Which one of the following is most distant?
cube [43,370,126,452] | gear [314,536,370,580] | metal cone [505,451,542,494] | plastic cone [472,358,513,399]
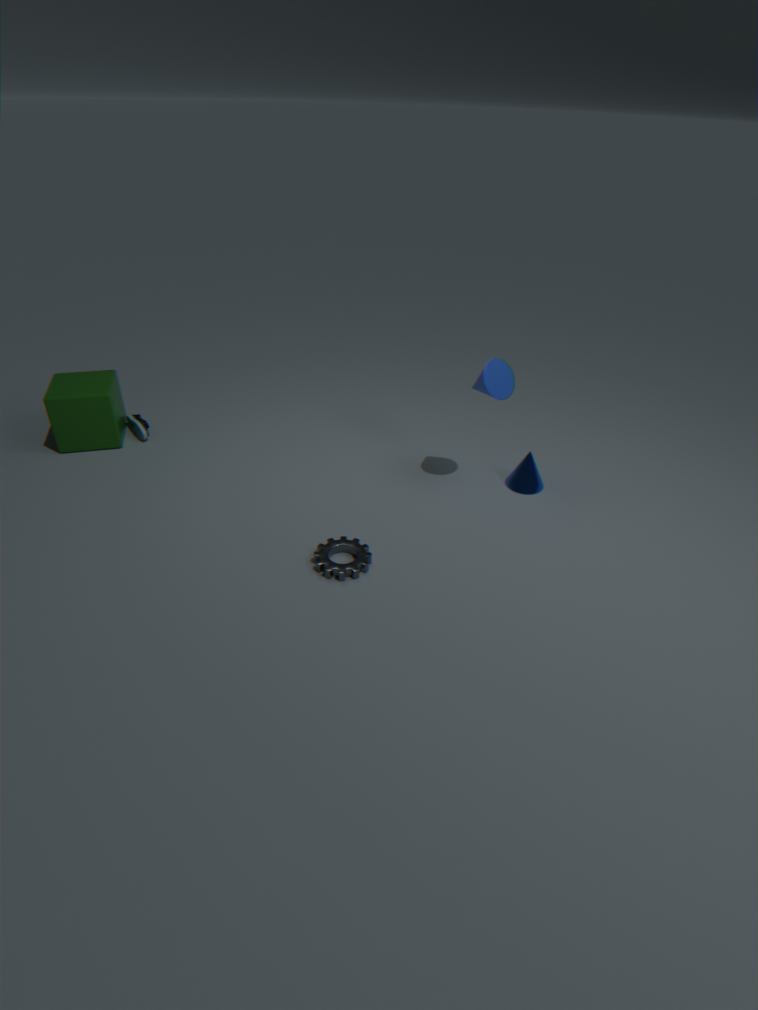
cube [43,370,126,452]
